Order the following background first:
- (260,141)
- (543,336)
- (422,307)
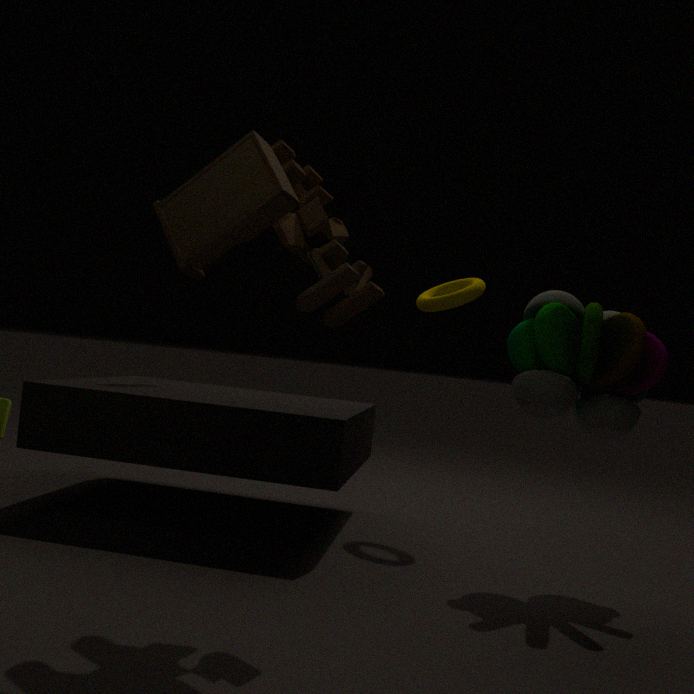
(422,307), (543,336), (260,141)
